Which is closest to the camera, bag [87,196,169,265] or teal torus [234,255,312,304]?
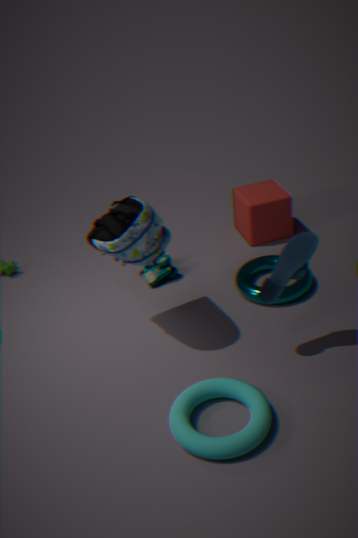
bag [87,196,169,265]
